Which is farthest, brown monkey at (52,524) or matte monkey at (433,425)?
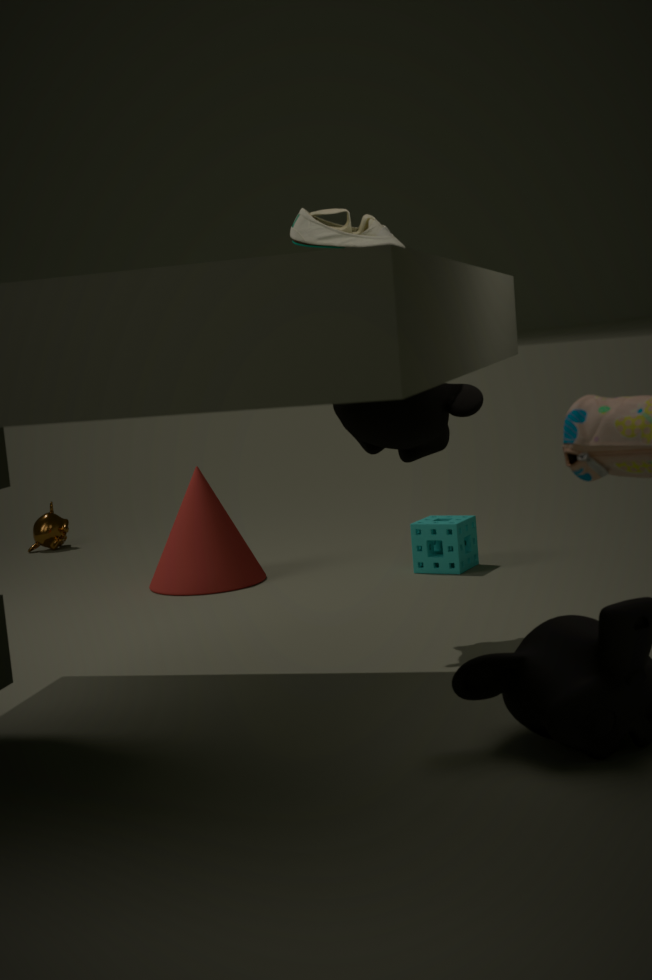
brown monkey at (52,524)
